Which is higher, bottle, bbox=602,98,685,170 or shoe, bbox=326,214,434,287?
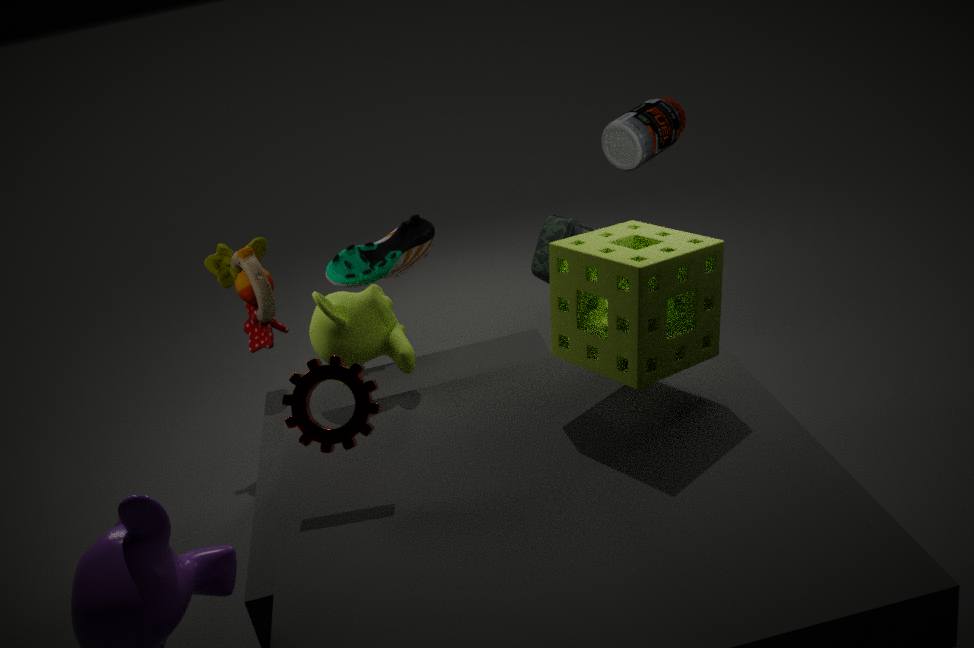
bottle, bbox=602,98,685,170
